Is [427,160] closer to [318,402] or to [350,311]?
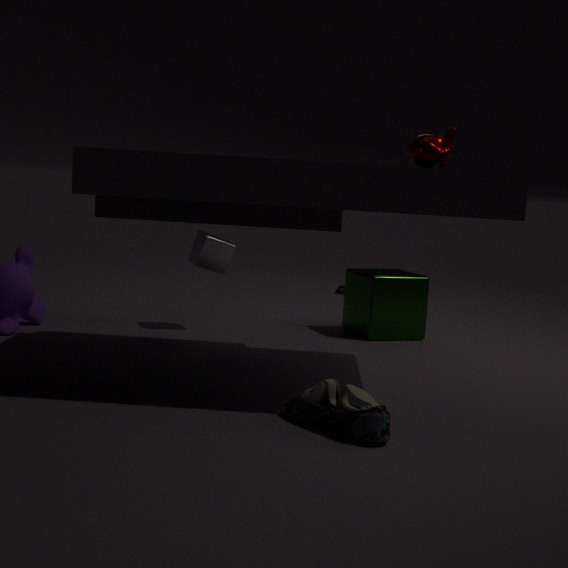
[318,402]
